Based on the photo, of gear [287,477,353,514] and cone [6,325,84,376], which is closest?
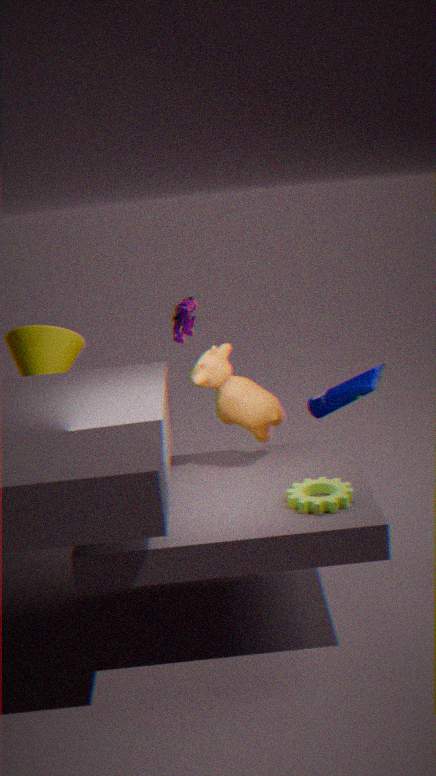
gear [287,477,353,514]
